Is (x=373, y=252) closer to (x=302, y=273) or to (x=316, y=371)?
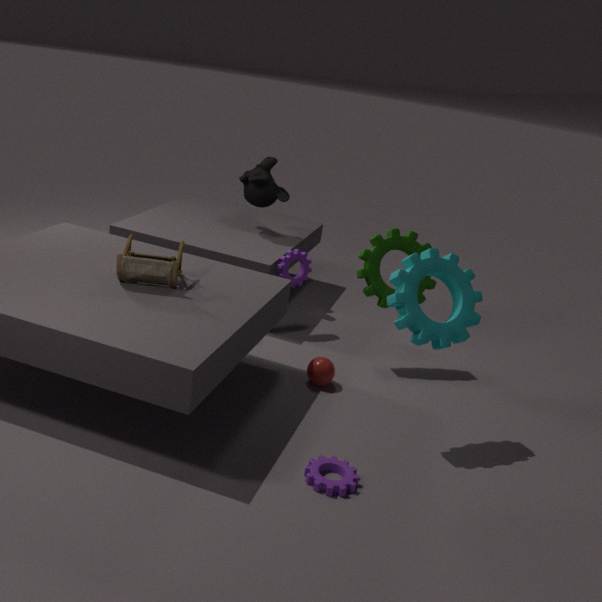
(x=302, y=273)
